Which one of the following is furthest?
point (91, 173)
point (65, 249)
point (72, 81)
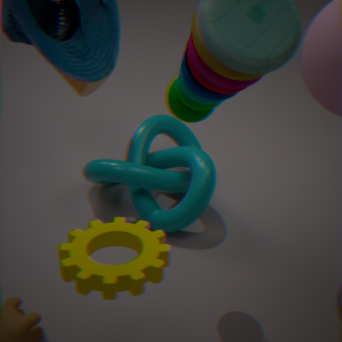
point (72, 81)
